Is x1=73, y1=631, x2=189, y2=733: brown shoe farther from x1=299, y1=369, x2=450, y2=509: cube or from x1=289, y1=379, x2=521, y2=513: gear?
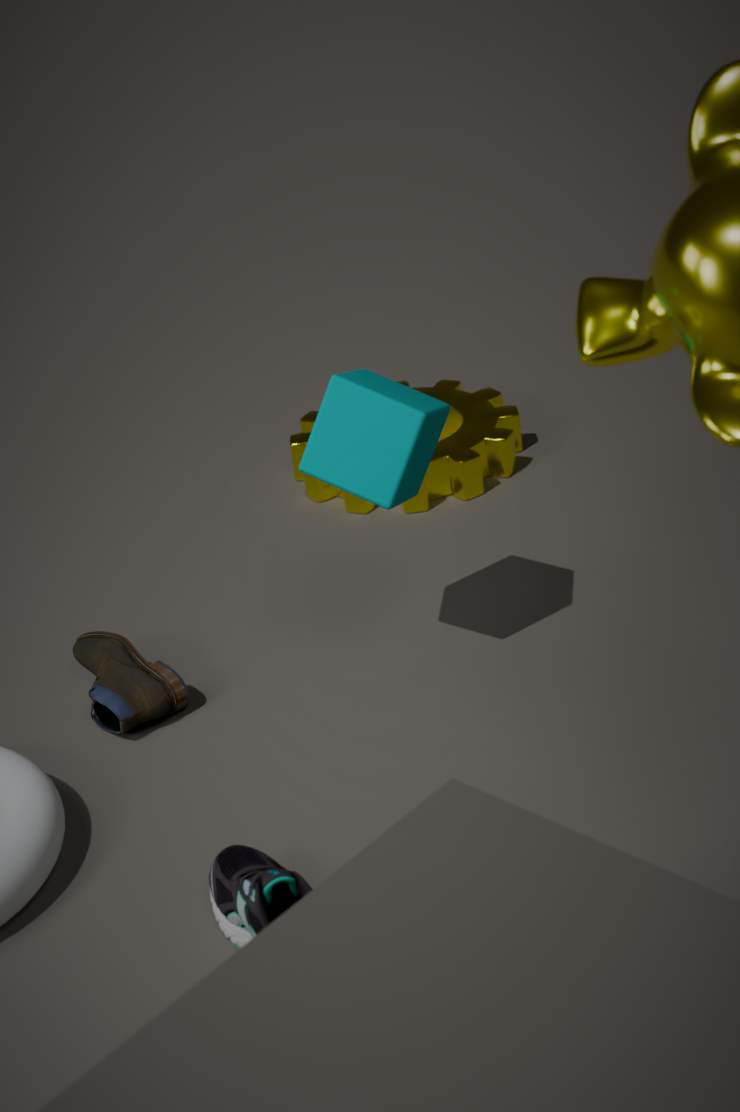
x1=289, y1=379, x2=521, y2=513: gear
